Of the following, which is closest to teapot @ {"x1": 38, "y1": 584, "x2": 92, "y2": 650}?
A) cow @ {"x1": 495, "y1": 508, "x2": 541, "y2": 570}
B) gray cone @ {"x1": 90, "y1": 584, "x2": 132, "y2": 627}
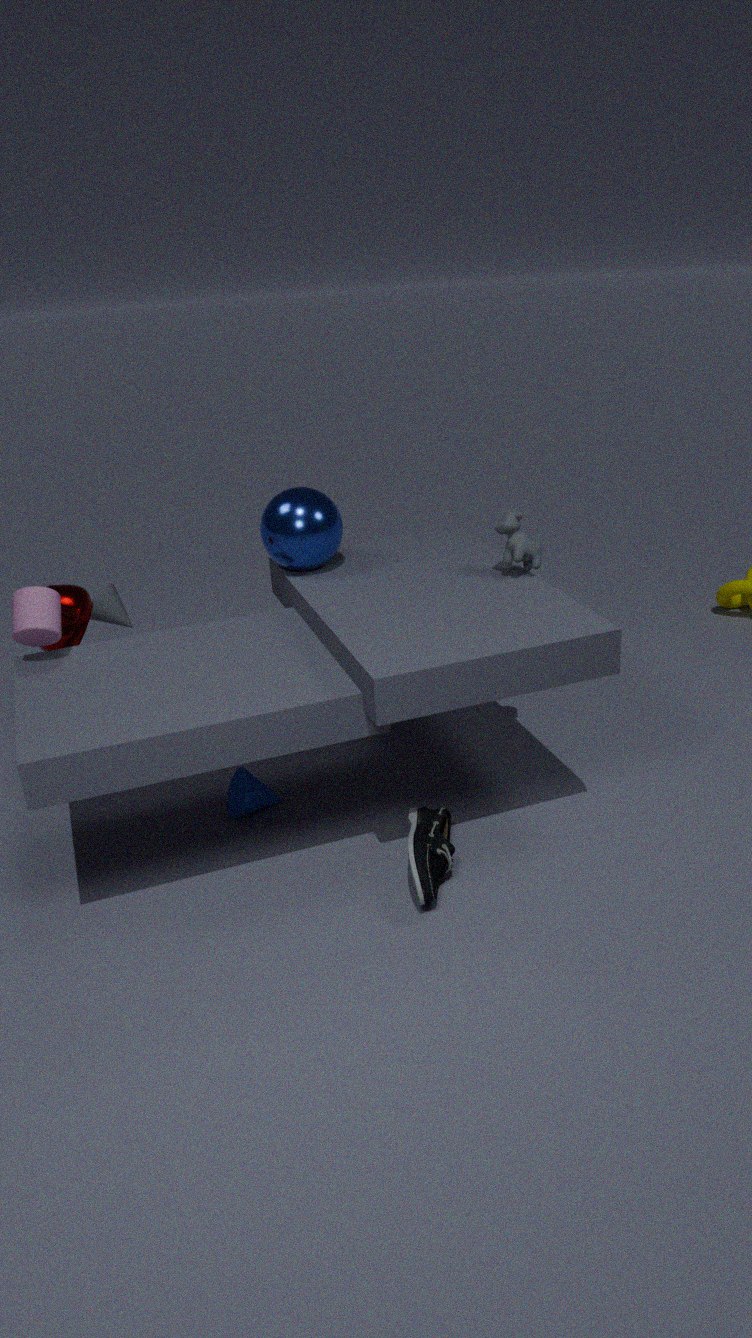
gray cone @ {"x1": 90, "y1": 584, "x2": 132, "y2": 627}
